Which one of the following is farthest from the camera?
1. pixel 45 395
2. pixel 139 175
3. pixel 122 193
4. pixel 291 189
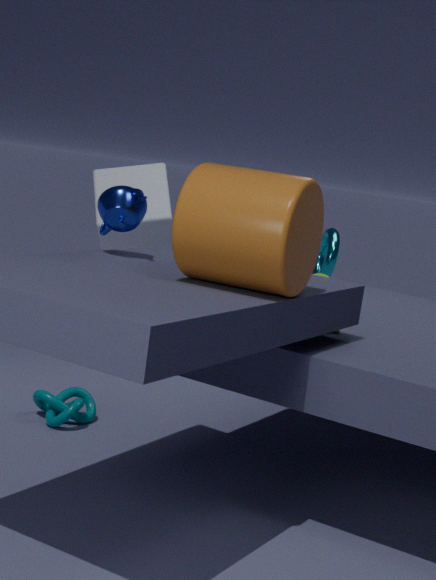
pixel 139 175
